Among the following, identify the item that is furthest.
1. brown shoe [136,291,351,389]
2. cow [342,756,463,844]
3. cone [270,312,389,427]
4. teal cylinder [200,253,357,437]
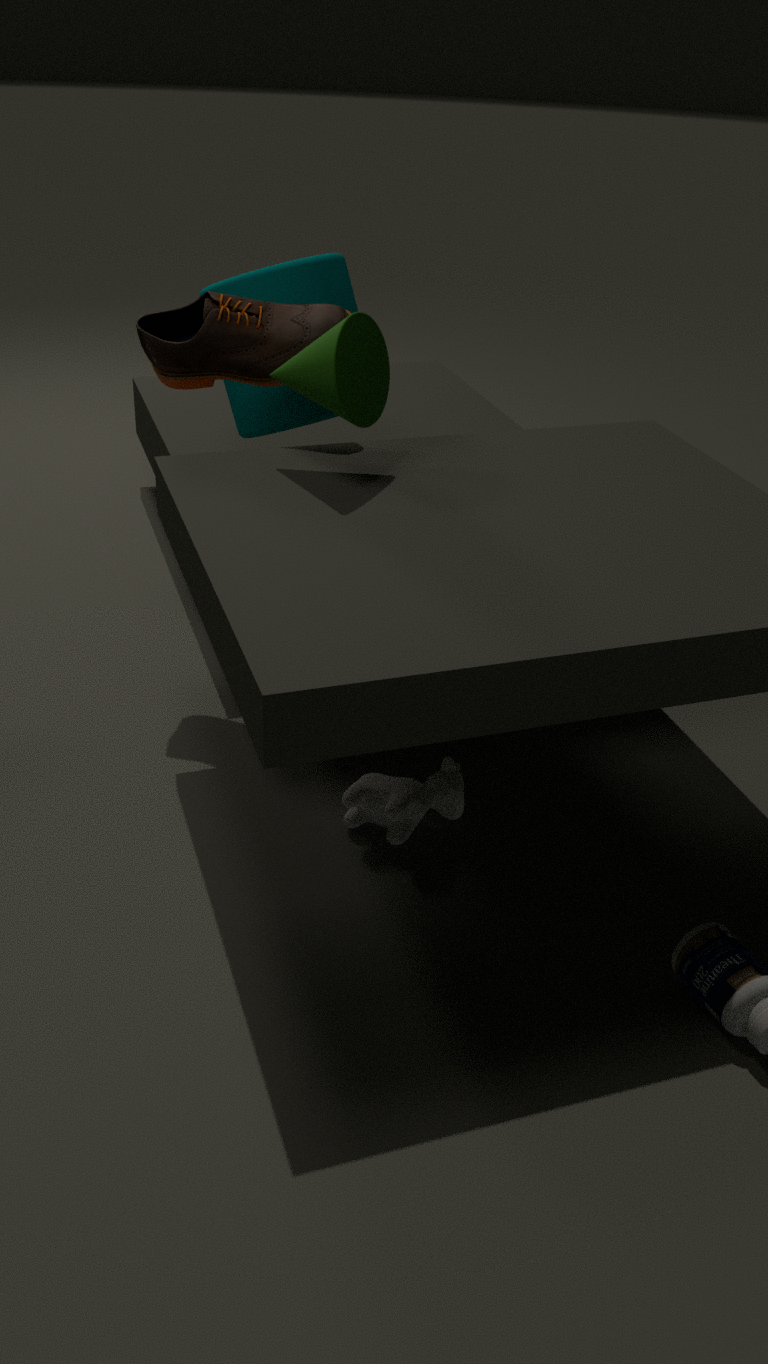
teal cylinder [200,253,357,437]
